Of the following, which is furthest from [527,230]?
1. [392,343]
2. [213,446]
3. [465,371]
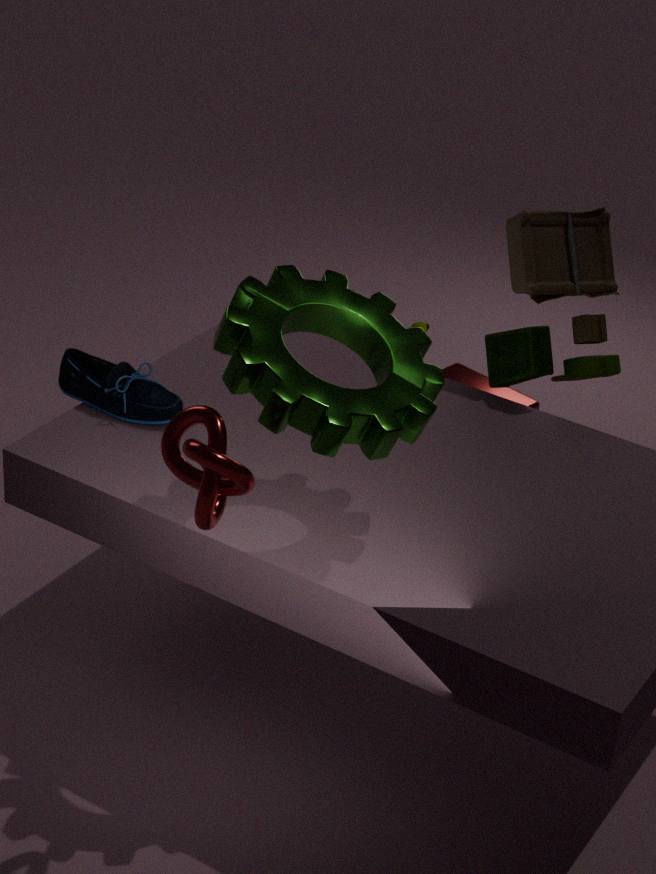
[213,446]
